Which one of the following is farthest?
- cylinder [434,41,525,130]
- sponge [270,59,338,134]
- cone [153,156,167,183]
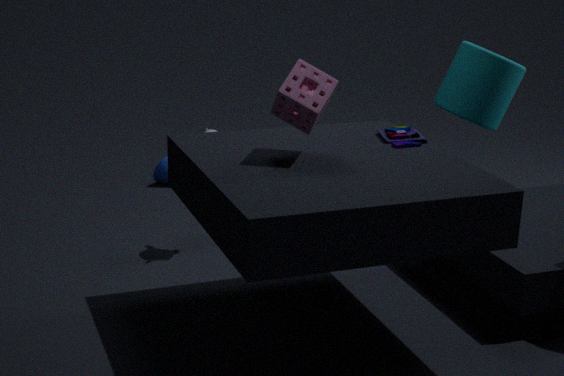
cone [153,156,167,183]
